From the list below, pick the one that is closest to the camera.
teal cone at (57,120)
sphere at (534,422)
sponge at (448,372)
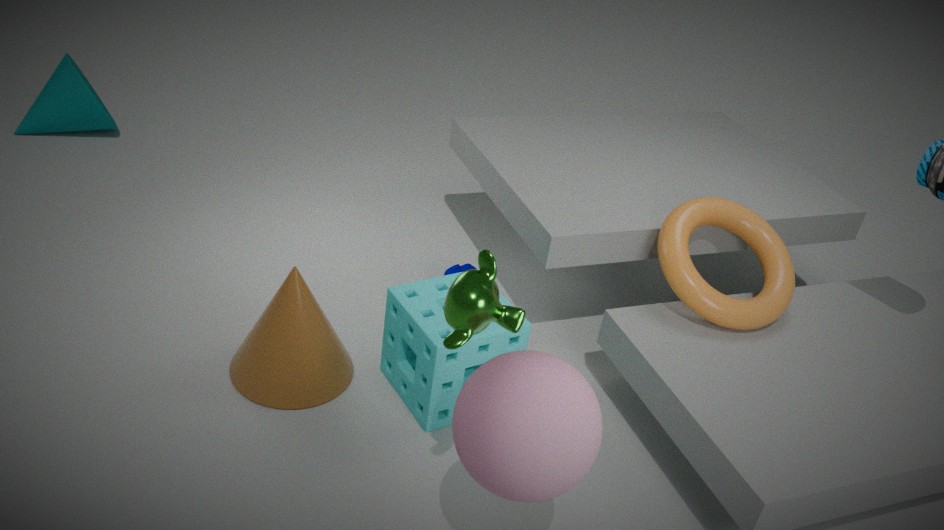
sphere at (534,422)
